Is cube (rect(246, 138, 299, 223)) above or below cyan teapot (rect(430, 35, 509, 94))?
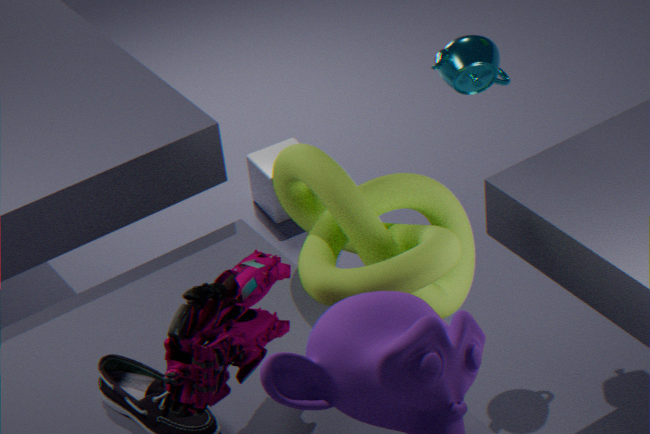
below
